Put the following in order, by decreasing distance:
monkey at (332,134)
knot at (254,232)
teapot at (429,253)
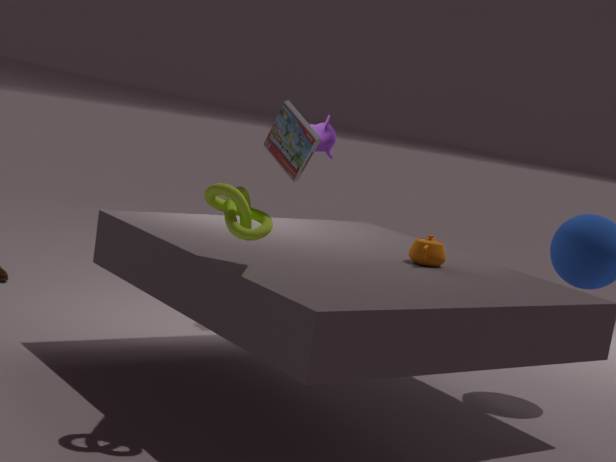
monkey at (332,134) → teapot at (429,253) → knot at (254,232)
